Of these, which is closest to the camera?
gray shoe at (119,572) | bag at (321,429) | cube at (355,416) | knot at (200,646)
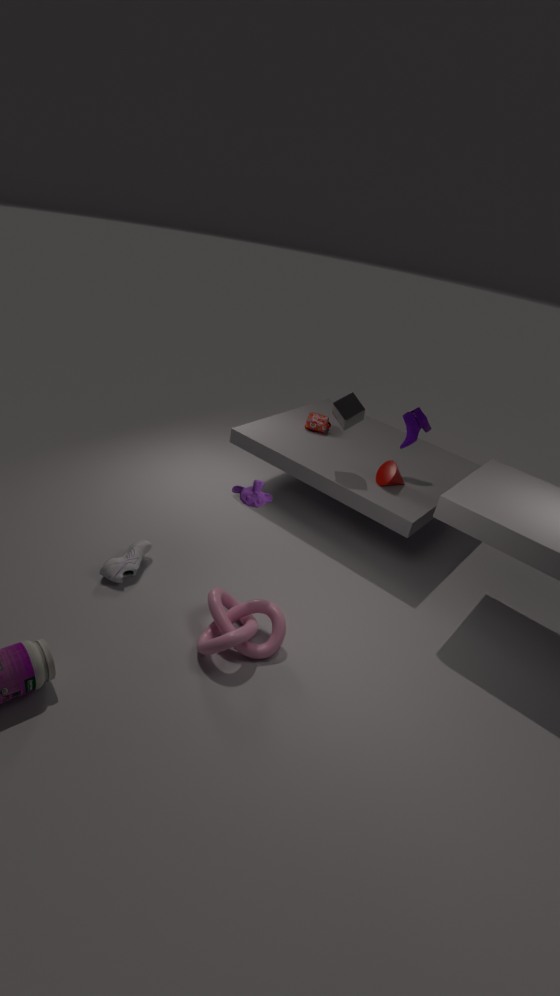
knot at (200,646)
